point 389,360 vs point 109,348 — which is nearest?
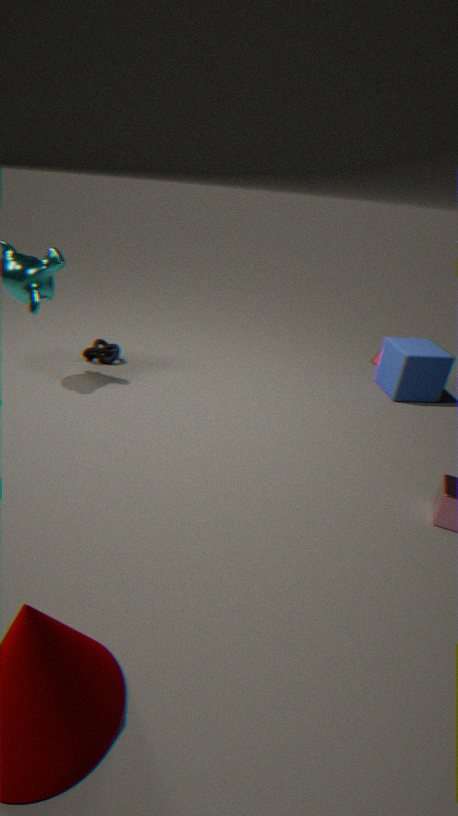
point 389,360
